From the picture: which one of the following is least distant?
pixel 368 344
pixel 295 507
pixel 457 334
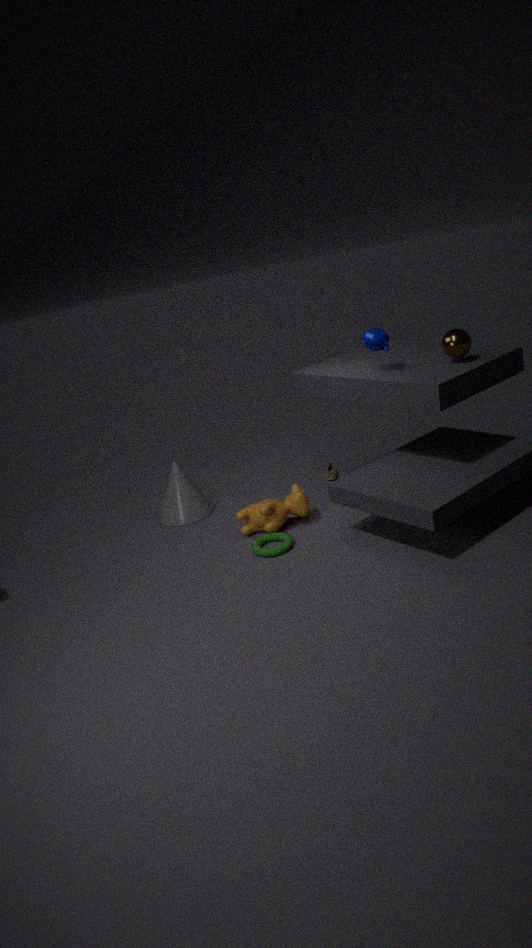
pixel 457 334
